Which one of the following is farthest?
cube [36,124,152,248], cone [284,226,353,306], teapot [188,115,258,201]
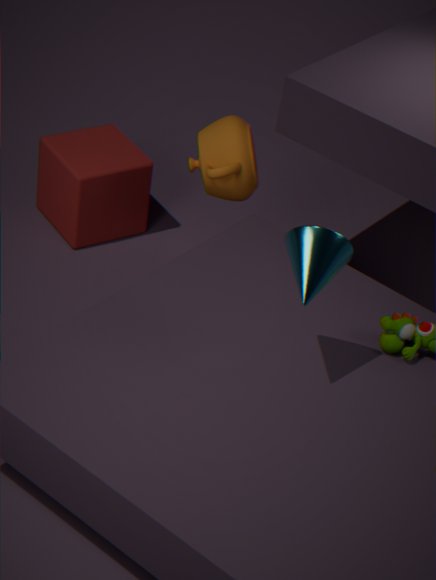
cube [36,124,152,248]
